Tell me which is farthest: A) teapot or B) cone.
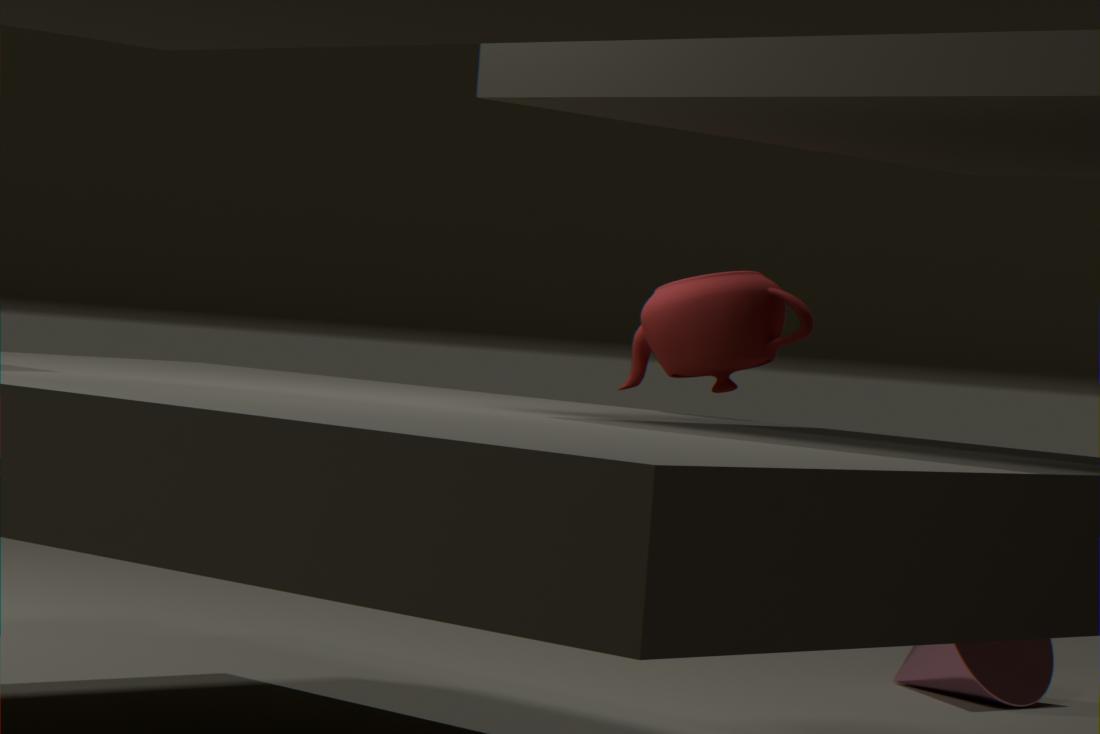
B. cone
